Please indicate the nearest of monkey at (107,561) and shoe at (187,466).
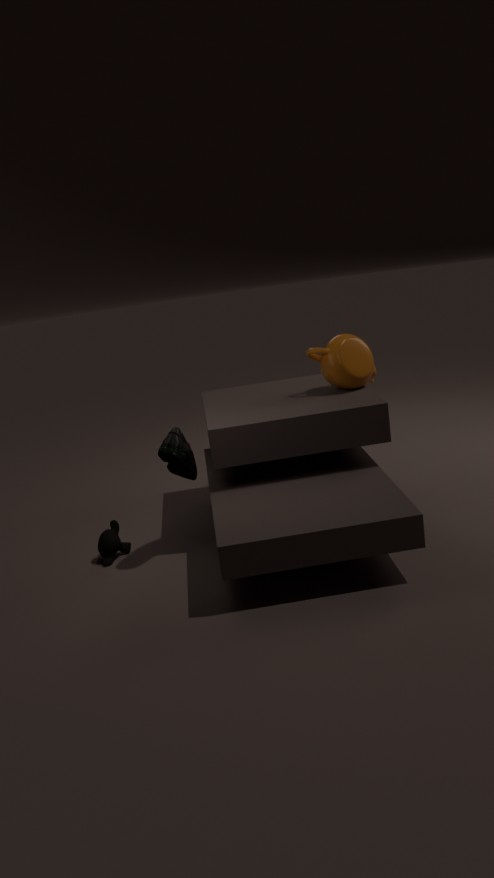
shoe at (187,466)
